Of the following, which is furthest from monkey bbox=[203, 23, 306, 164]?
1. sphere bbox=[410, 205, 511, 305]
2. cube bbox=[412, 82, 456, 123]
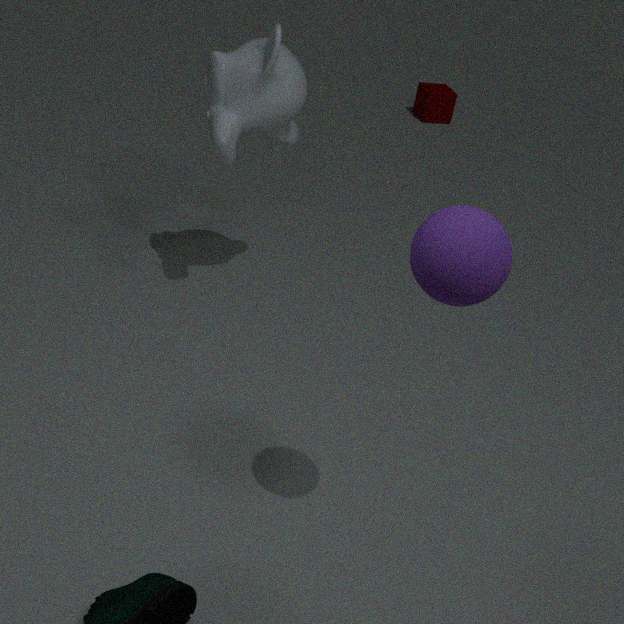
cube bbox=[412, 82, 456, 123]
